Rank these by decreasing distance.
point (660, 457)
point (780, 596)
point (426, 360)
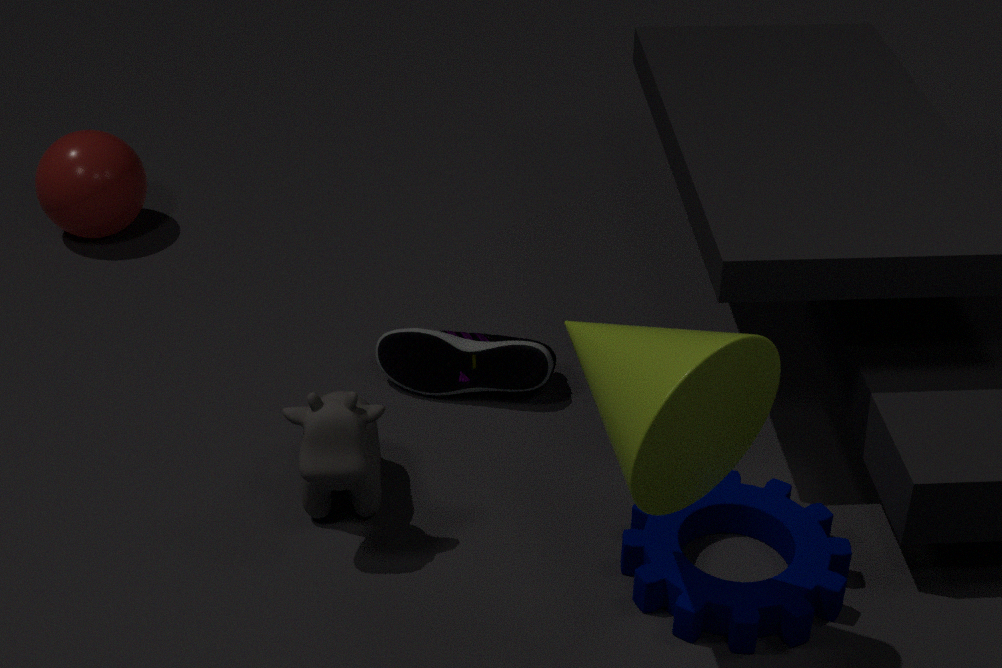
point (426, 360)
point (780, 596)
point (660, 457)
